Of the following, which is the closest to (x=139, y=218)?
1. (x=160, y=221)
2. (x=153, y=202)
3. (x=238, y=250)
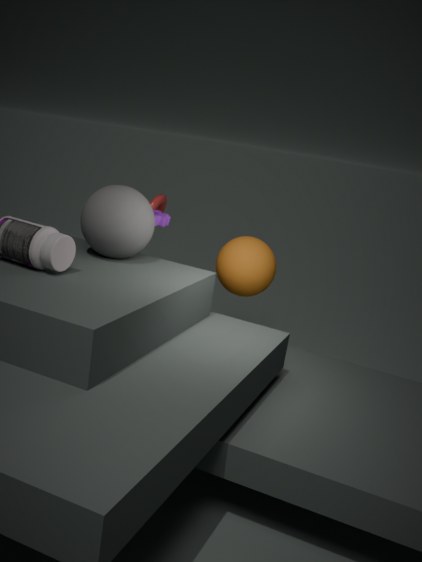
(x=160, y=221)
